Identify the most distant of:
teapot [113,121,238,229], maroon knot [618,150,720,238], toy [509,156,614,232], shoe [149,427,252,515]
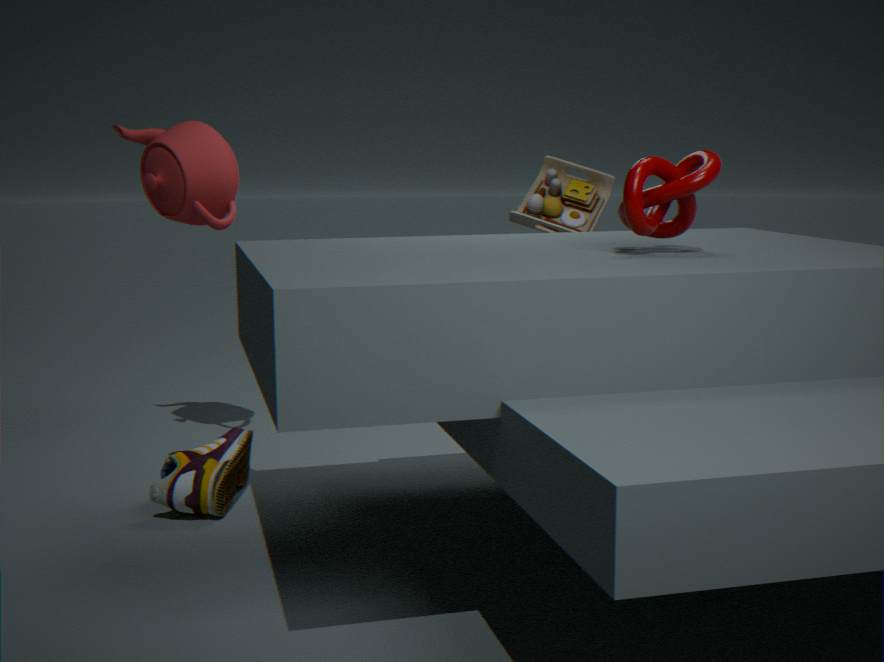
toy [509,156,614,232]
